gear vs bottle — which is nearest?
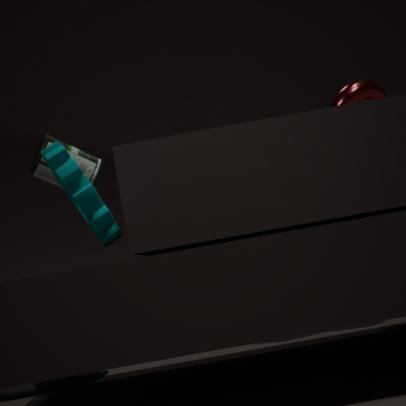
gear
